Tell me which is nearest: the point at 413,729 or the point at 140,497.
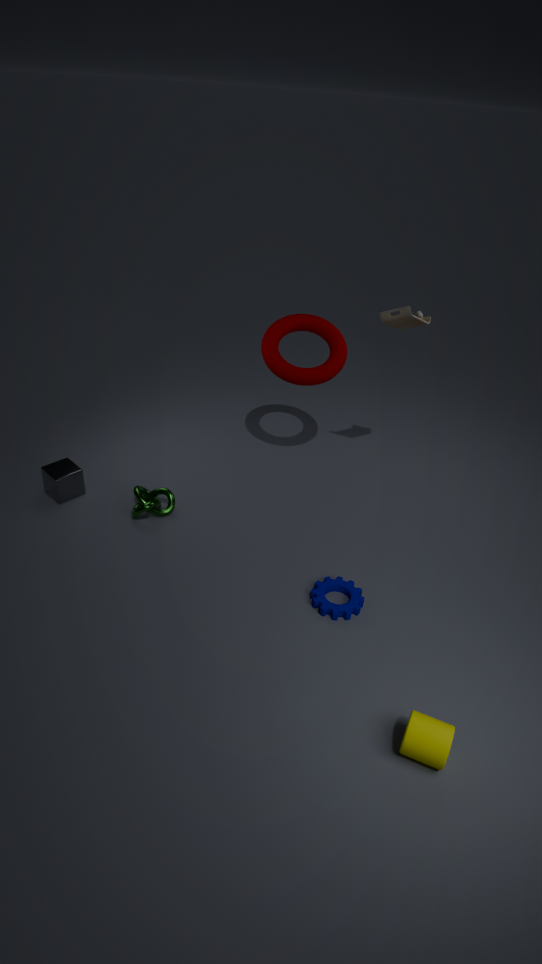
the point at 413,729
